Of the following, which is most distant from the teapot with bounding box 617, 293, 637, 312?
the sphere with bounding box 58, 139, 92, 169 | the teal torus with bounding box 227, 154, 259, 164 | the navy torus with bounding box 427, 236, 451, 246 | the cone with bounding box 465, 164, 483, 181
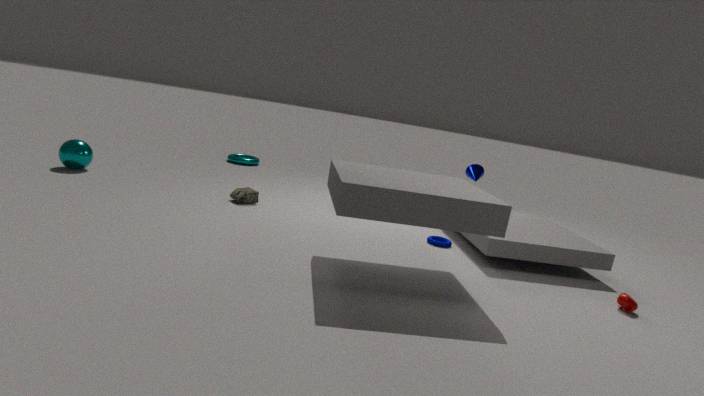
the sphere with bounding box 58, 139, 92, 169
